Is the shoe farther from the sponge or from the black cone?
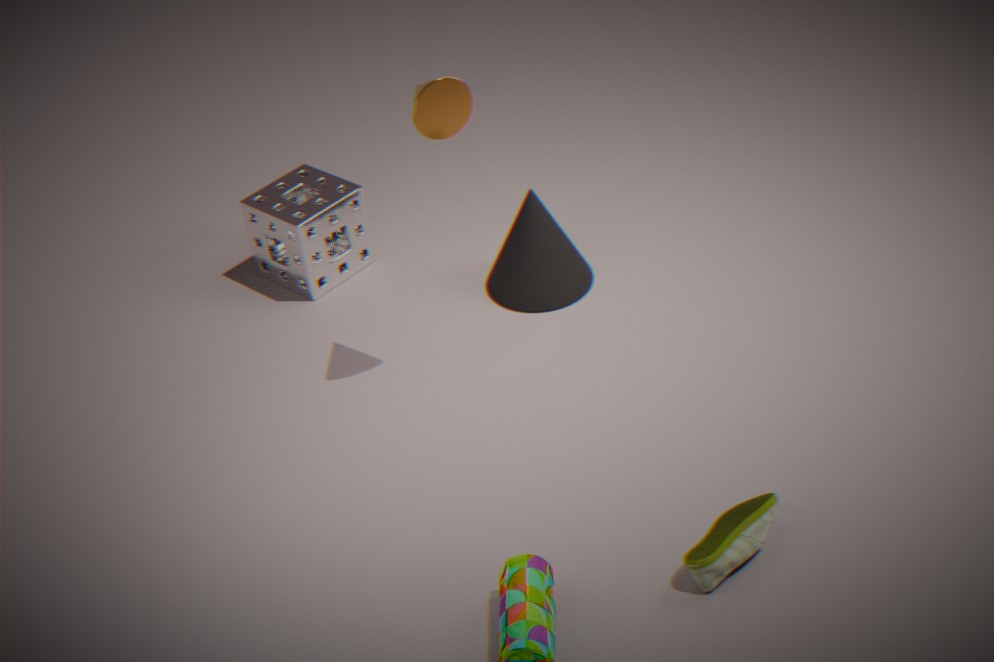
the sponge
